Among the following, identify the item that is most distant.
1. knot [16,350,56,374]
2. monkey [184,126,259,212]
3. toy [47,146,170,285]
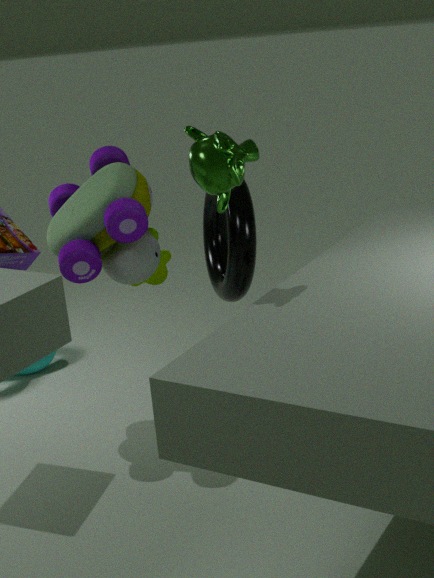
knot [16,350,56,374]
